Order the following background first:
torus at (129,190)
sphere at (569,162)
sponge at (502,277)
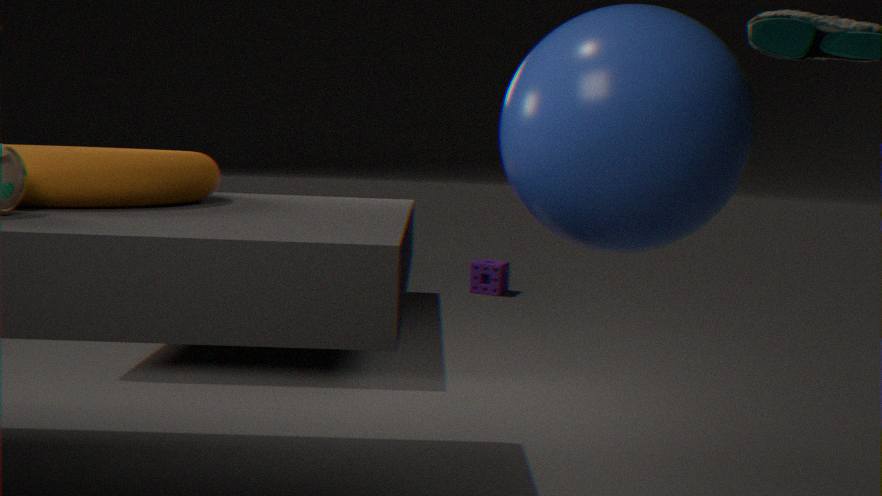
sponge at (502,277)
torus at (129,190)
sphere at (569,162)
